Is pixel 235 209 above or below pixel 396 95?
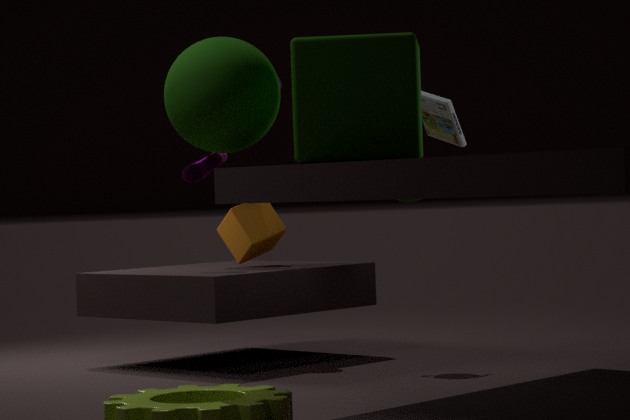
below
